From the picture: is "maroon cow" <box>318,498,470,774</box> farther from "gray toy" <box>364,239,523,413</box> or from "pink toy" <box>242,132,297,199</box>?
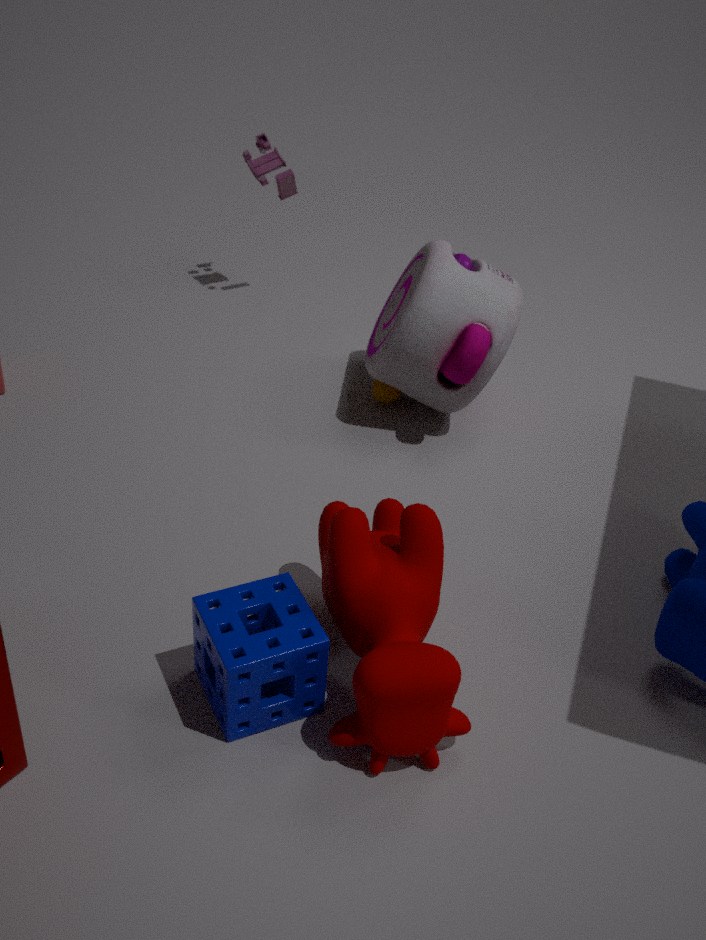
"pink toy" <box>242,132,297,199</box>
